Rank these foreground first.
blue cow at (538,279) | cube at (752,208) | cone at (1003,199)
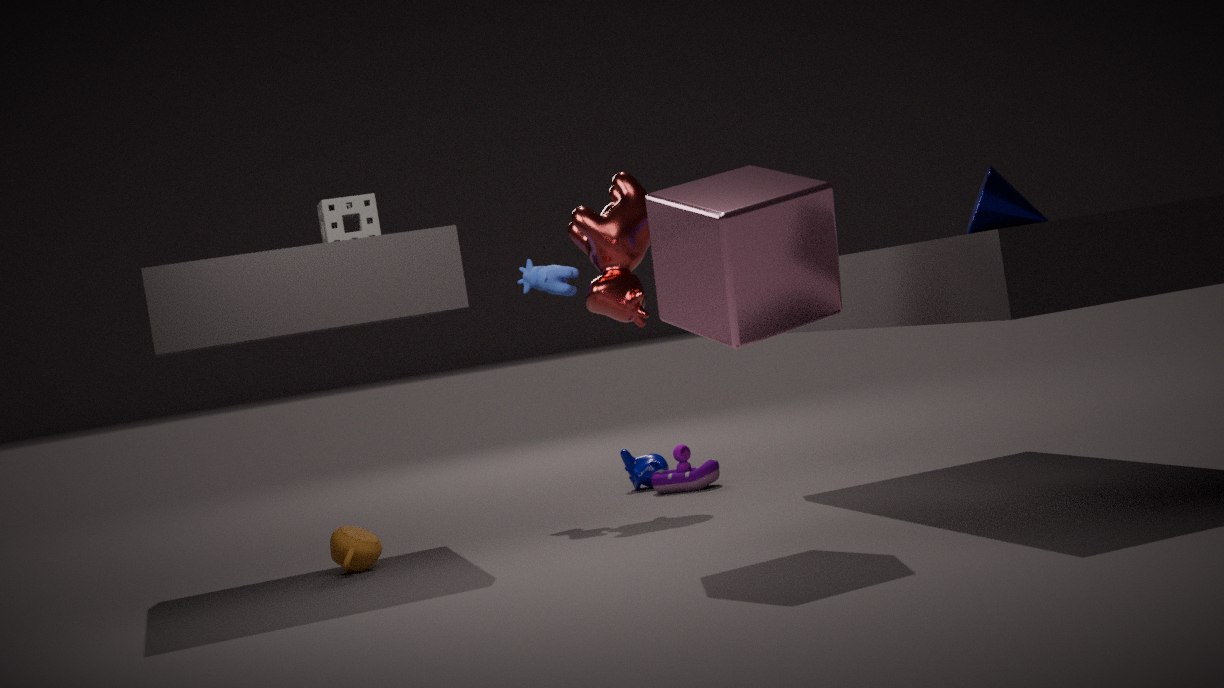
cube at (752,208)
cone at (1003,199)
blue cow at (538,279)
